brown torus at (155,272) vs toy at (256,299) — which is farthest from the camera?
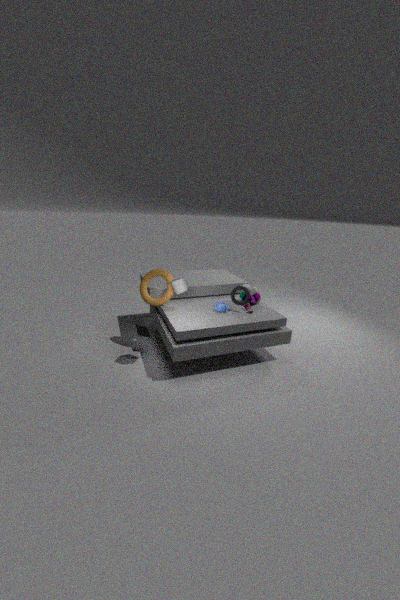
toy at (256,299)
